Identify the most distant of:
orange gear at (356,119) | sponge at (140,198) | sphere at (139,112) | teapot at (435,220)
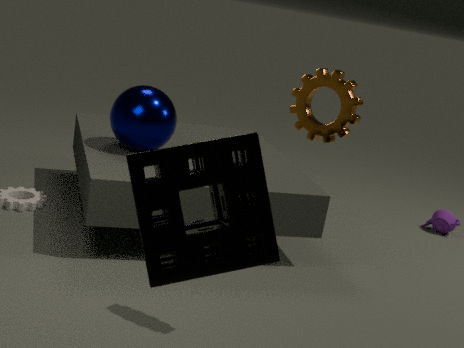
teapot at (435,220)
